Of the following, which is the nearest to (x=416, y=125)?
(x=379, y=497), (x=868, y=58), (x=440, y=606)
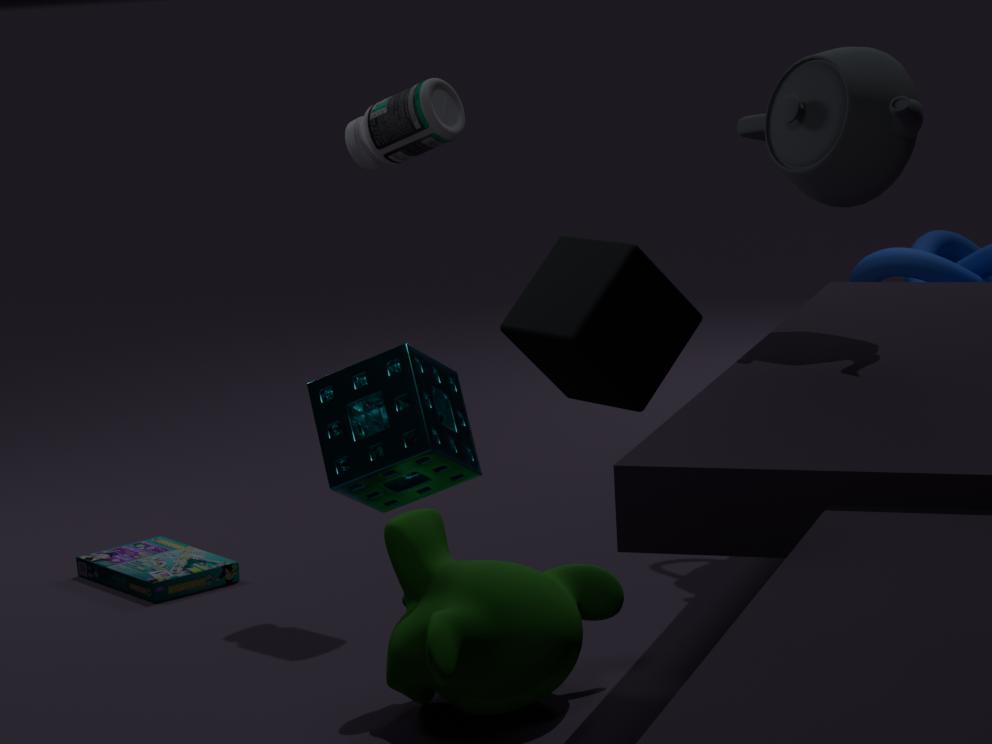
(x=868, y=58)
